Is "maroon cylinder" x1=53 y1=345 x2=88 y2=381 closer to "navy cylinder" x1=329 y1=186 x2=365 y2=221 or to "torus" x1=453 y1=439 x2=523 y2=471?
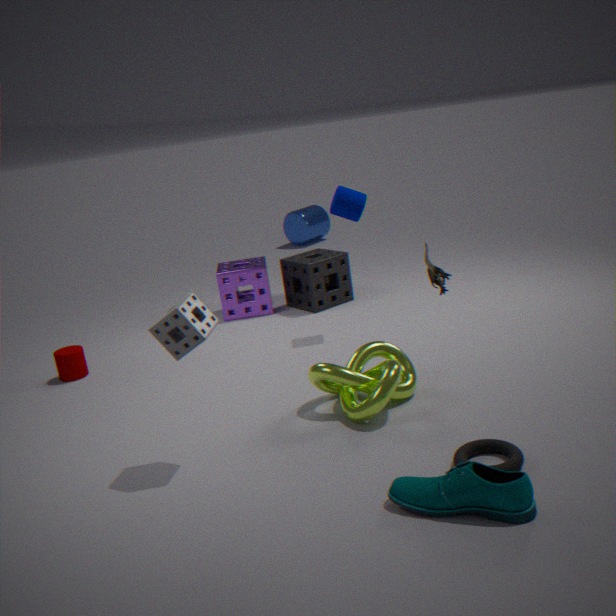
"navy cylinder" x1=329 y1=186 x2=365 y2=221
